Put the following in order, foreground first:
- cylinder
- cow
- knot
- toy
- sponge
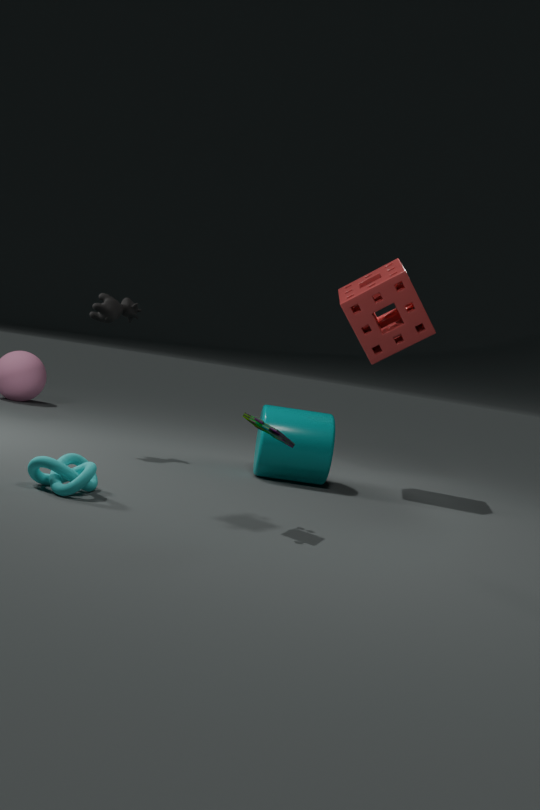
toy < knot < cylinder < cow < sponge
